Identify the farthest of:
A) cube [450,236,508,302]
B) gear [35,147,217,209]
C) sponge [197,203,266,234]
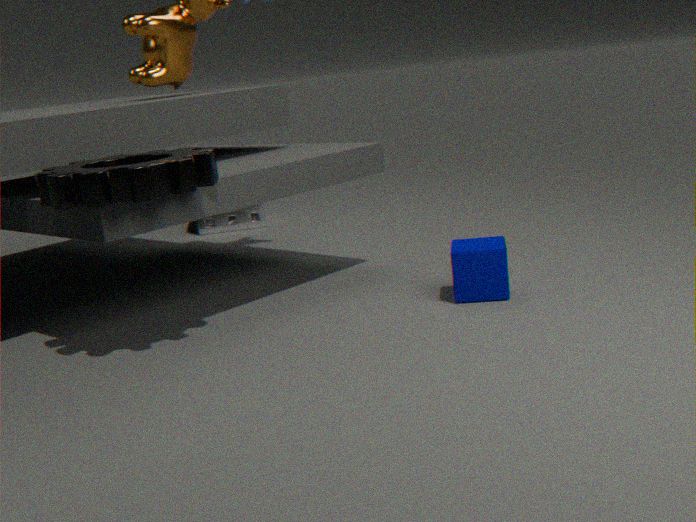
sponge [197,203,266,234]
